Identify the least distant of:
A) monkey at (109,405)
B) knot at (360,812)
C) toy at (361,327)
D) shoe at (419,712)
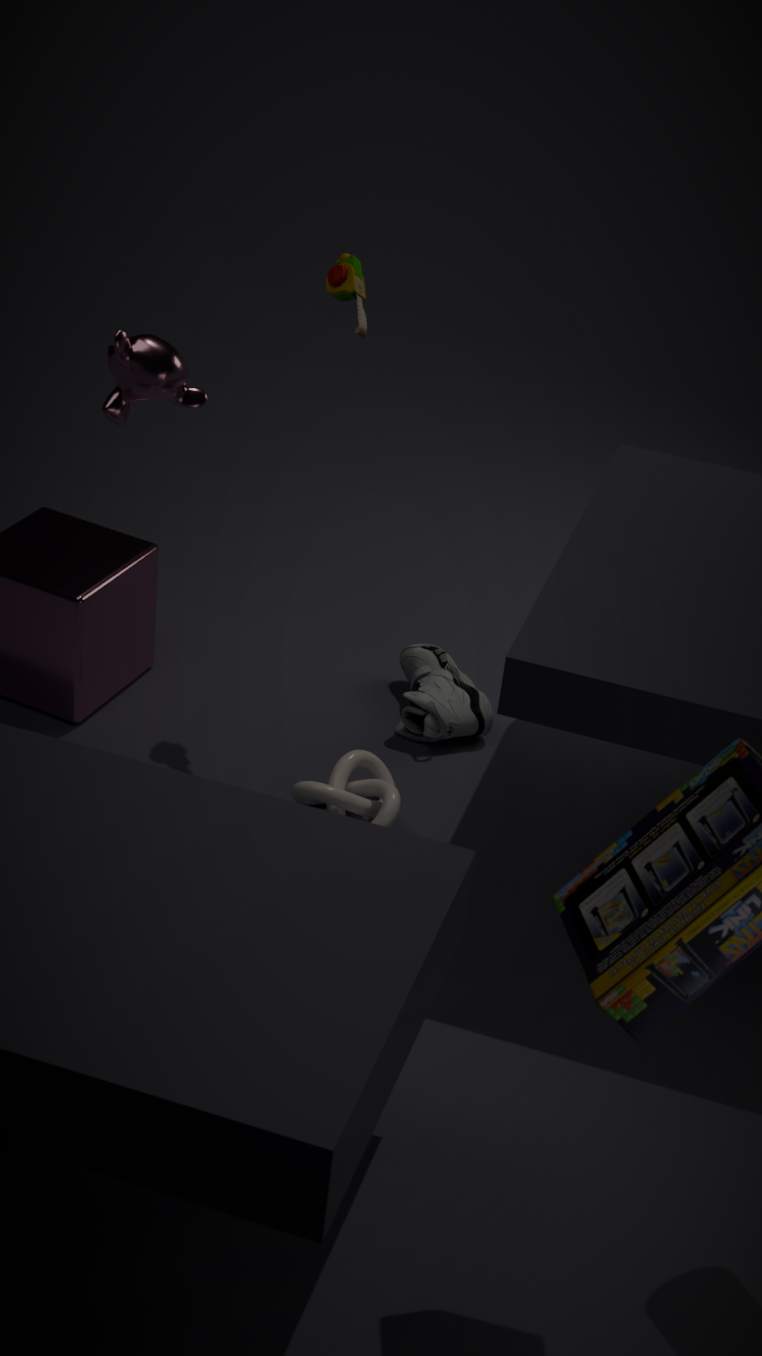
monkey at (109,405)
